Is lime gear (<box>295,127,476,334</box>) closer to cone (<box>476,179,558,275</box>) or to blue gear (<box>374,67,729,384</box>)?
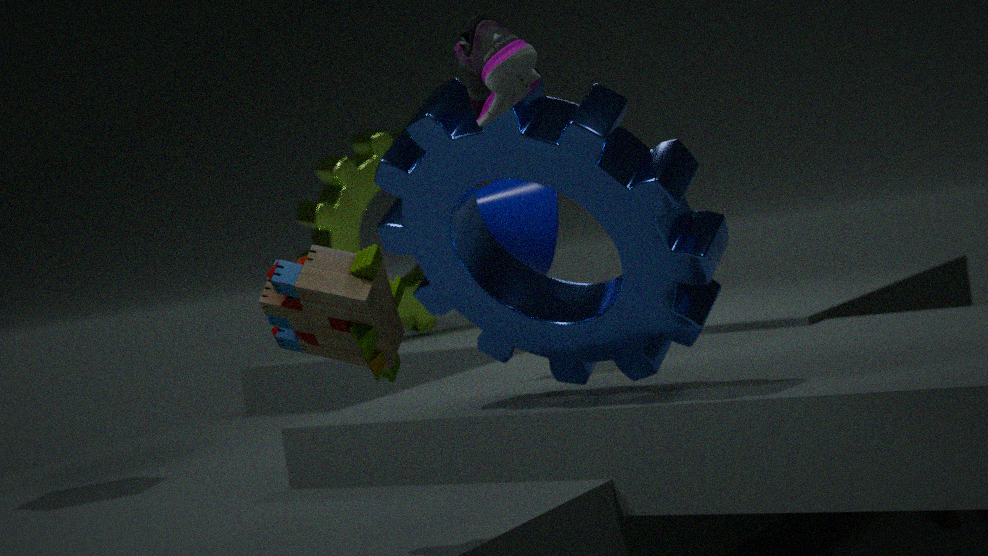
cone (<box>476,179,558,275</box>)
